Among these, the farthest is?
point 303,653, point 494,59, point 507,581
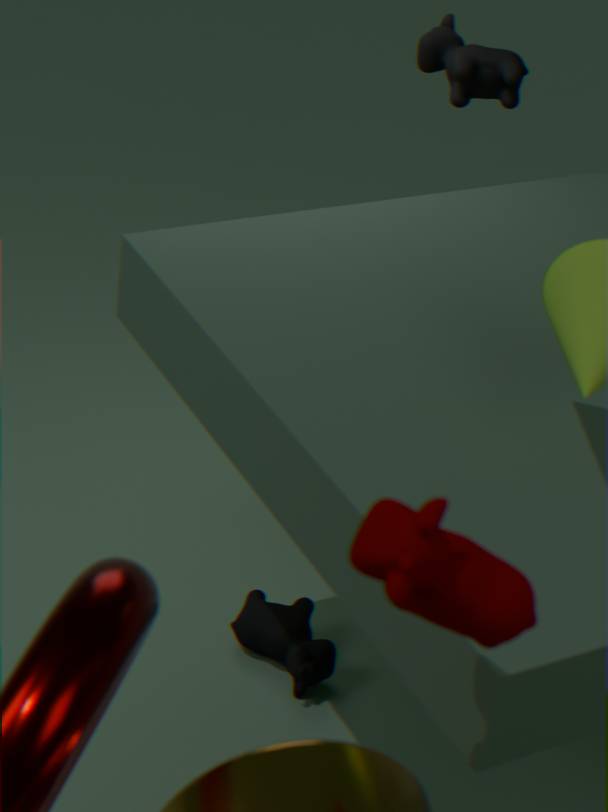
point 494,59
